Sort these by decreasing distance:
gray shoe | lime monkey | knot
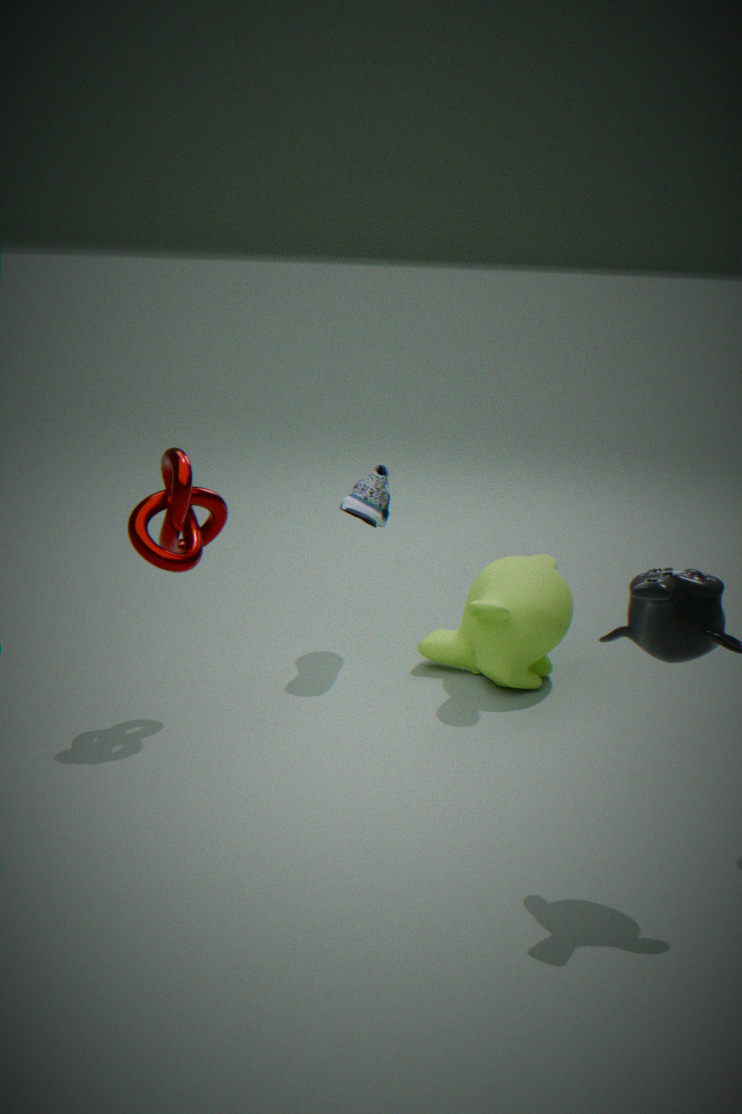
gray shoe → lime monkey → knot
